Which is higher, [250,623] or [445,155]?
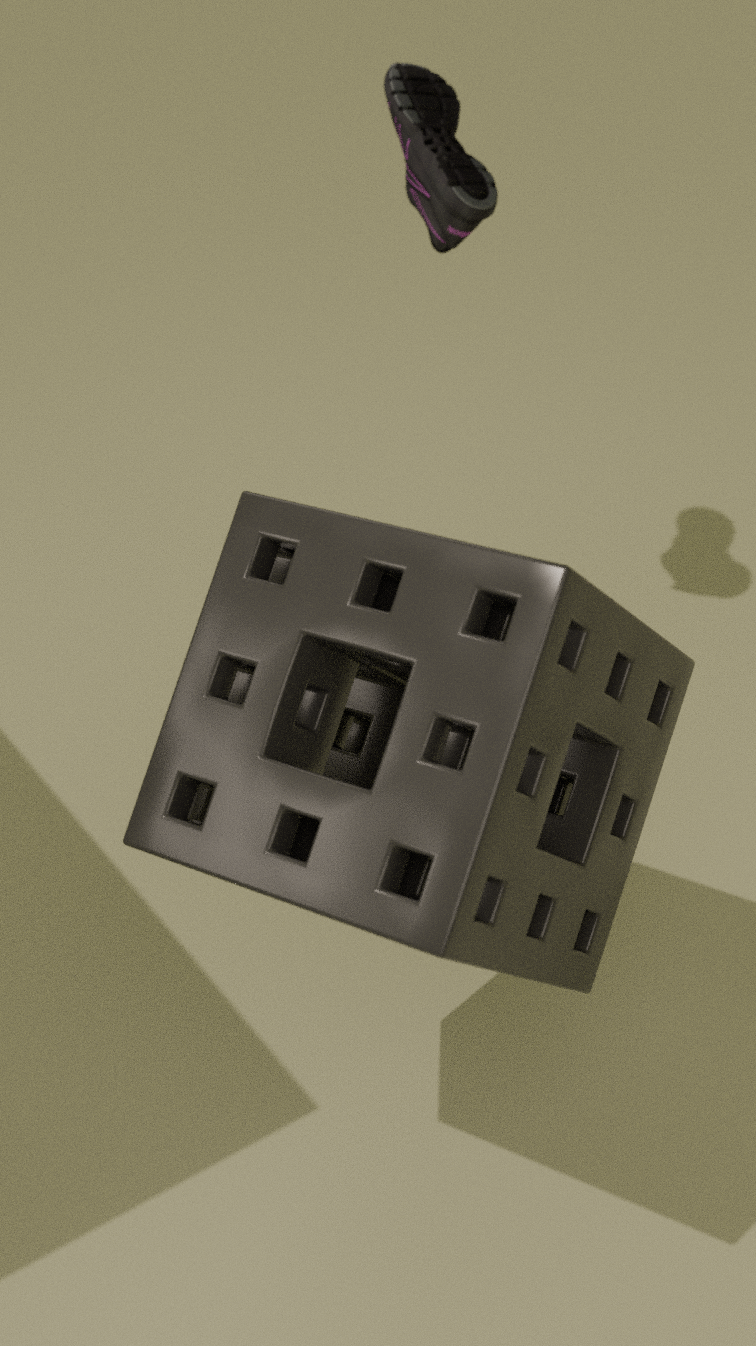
[445,155]
